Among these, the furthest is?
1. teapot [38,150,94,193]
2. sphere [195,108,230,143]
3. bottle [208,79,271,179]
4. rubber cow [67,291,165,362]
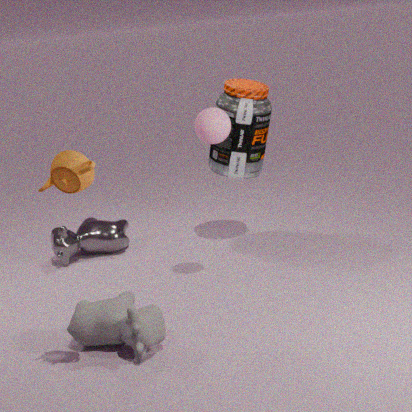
bottle [208,79,271,179]
